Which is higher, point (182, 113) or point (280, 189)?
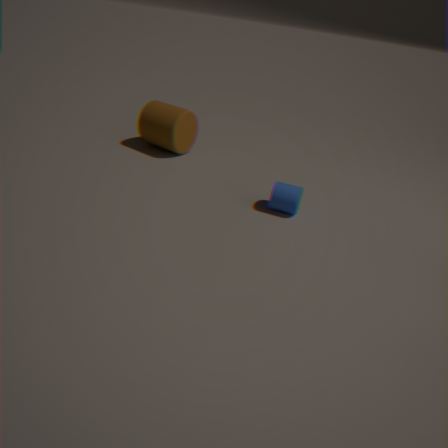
point (182, 113)
